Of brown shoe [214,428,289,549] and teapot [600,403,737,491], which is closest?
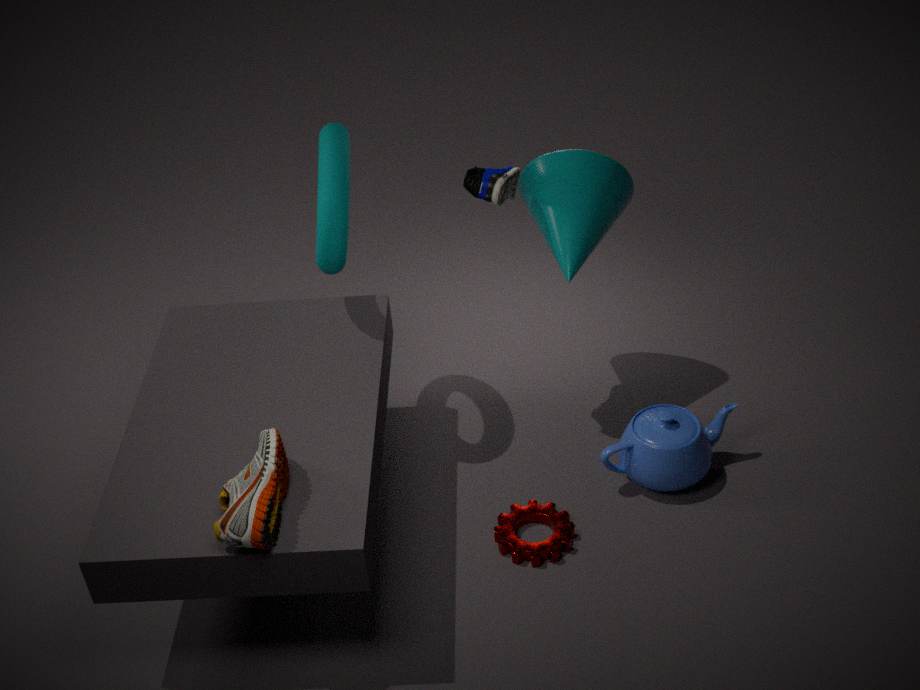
brown shoe [214,428,289,549]
